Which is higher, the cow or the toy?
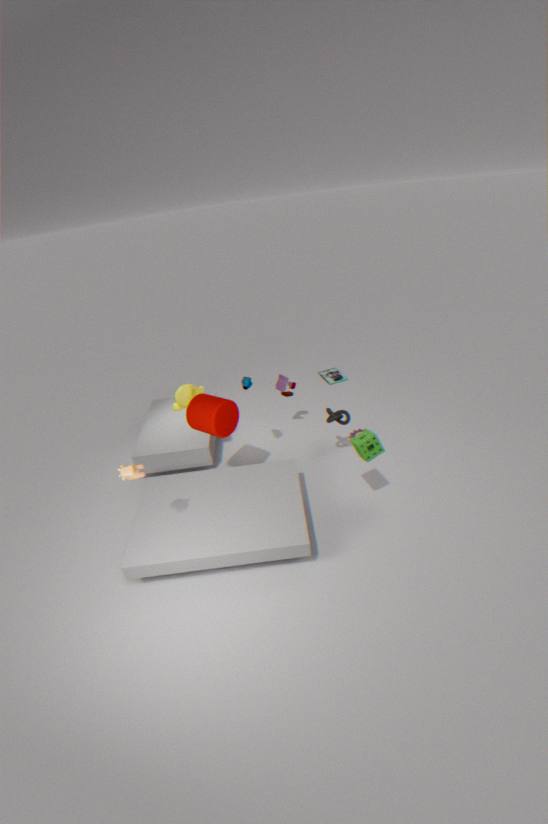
the cow
